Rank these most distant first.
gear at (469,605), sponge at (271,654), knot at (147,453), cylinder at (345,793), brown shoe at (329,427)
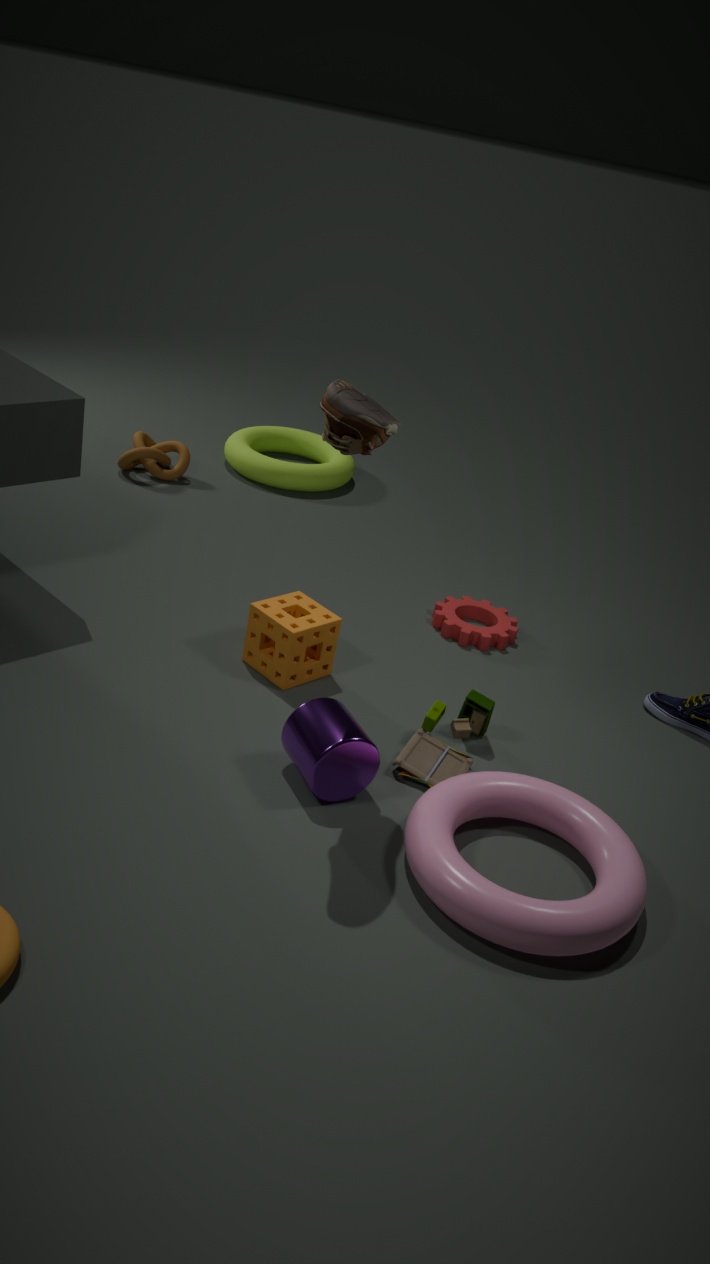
knot at (147,453) < gear at (469,605) < sponge at (271,654) < cylinder at (345,793) < brown shoe at (329,427)
